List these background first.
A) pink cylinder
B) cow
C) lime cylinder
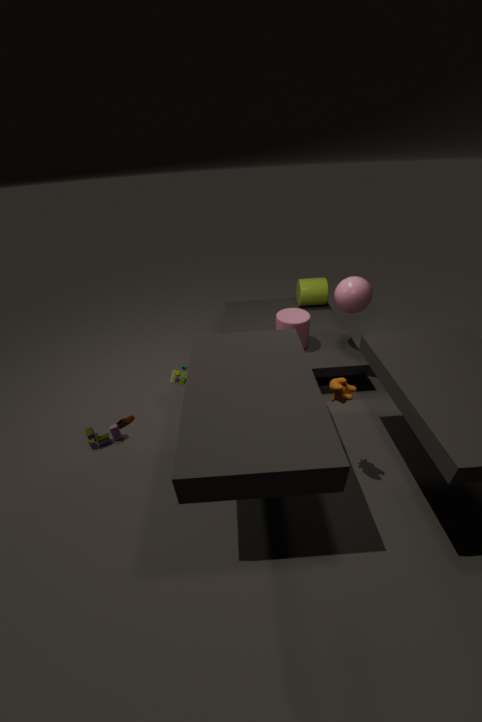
lime cylinder → pink cylinder → cow
